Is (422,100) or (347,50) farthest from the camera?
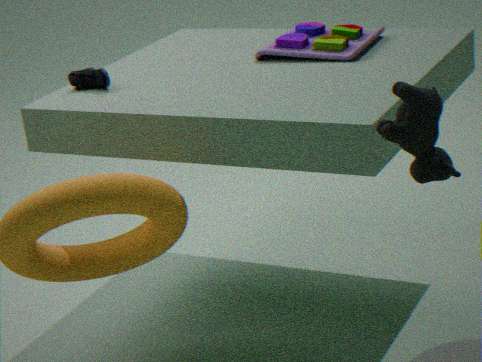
(347,50)
